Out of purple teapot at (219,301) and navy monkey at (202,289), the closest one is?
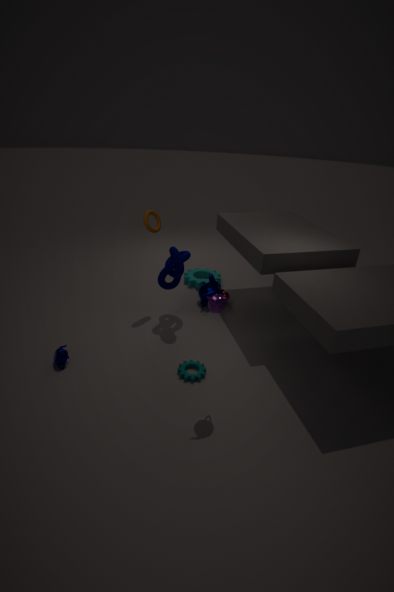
purple teapot at (219,301)
